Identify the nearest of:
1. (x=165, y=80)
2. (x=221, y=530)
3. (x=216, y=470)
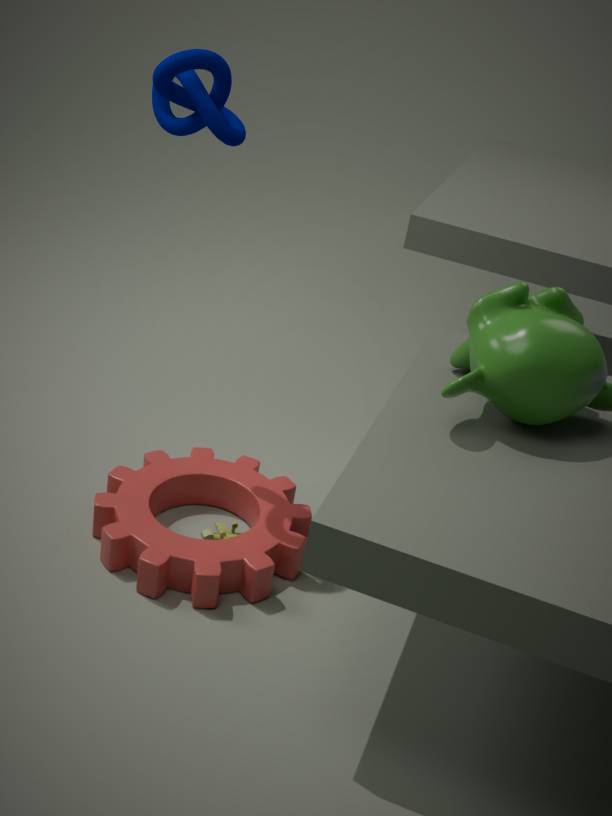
(x=165, y=80)
